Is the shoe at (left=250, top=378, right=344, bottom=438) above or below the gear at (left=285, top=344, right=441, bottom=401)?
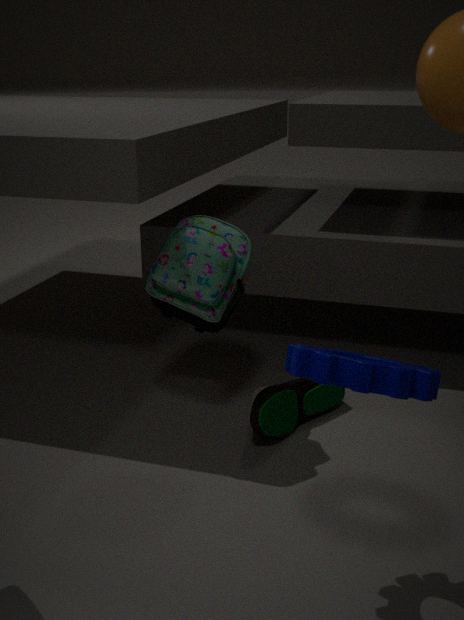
below
